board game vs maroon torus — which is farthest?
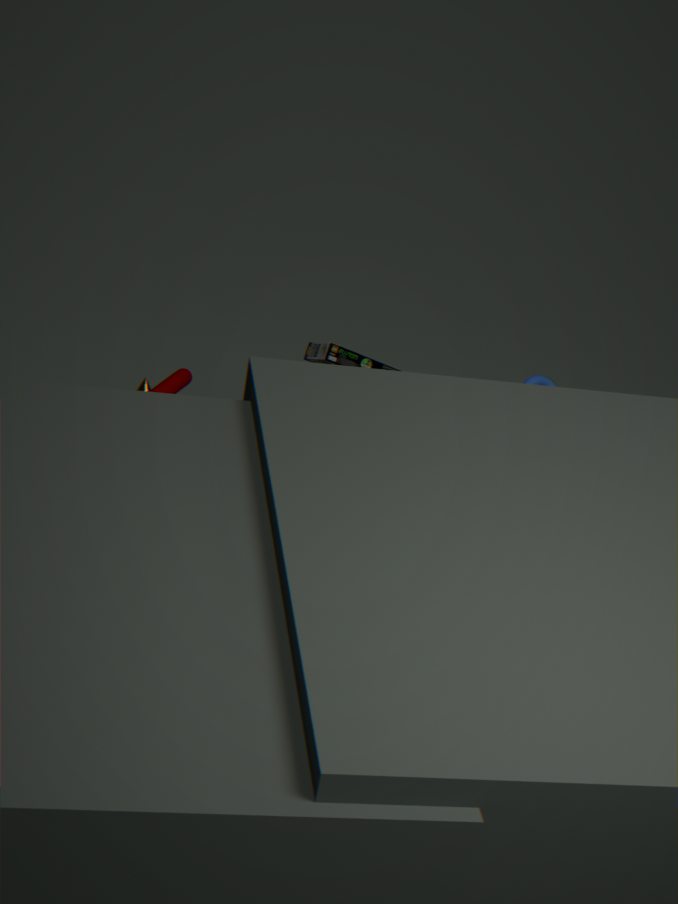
maroon torus
